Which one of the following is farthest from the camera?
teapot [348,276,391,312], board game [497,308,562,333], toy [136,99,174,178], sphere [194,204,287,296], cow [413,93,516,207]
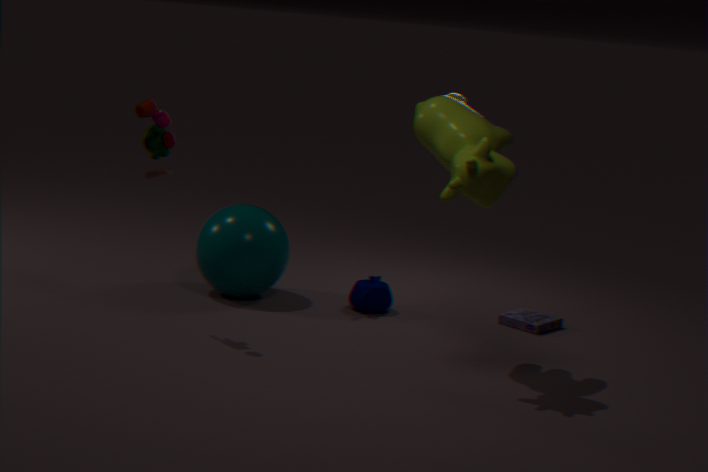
teapot [348,276,391,312]
